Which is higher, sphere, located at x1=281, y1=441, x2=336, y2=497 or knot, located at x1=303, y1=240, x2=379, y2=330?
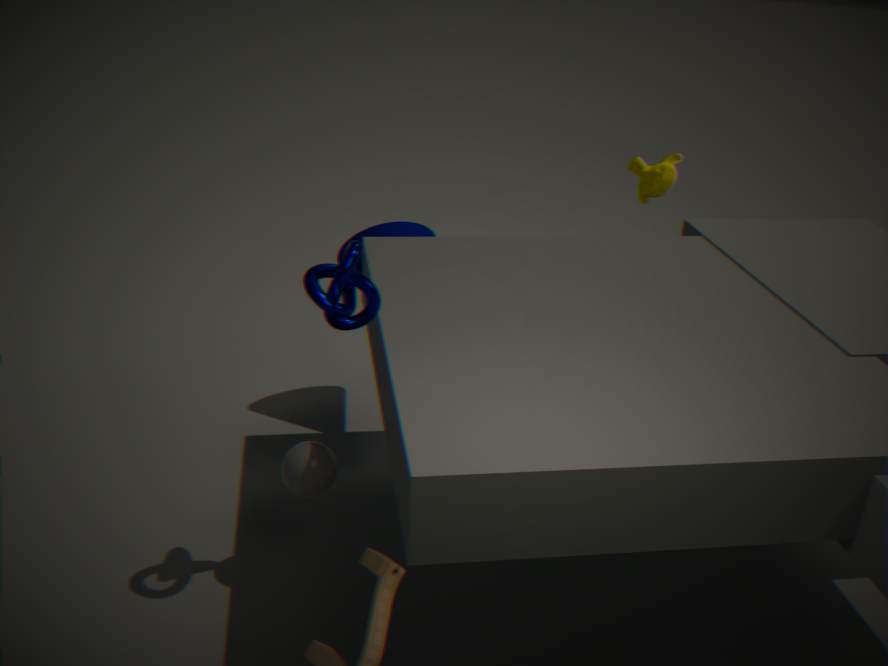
knot, located at x1=303, y1=240, x2=379, y2=330
